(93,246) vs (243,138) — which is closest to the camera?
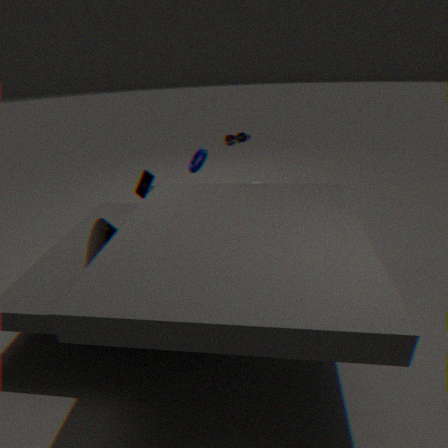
(93,246)
